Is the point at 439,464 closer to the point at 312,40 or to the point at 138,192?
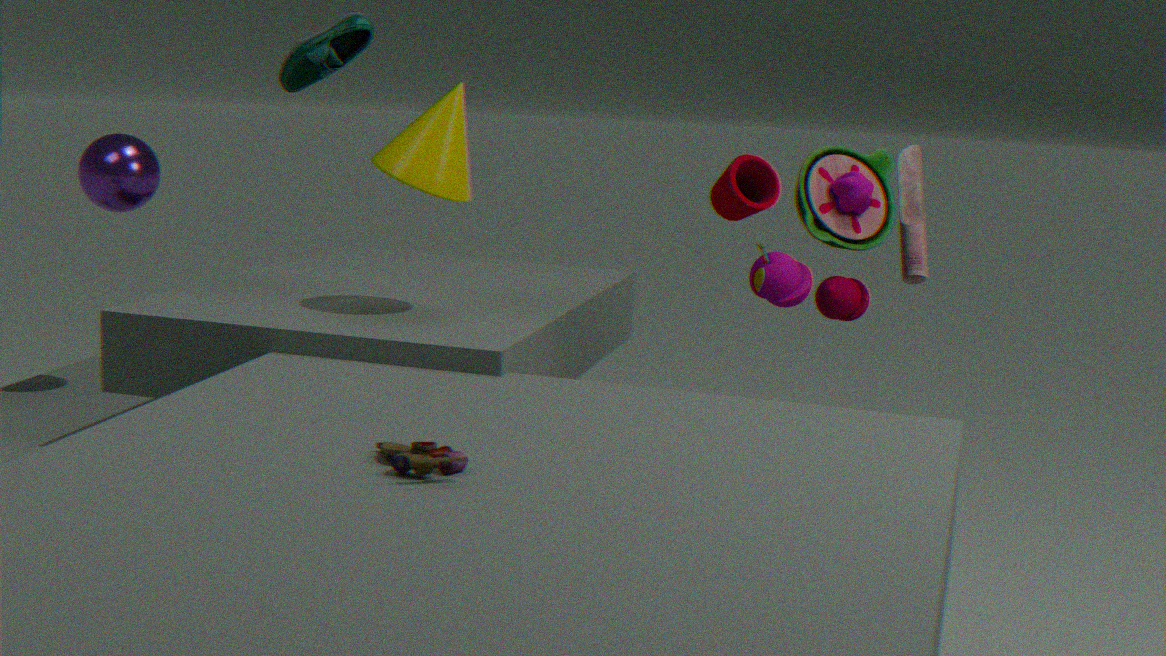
the point at 138,192
